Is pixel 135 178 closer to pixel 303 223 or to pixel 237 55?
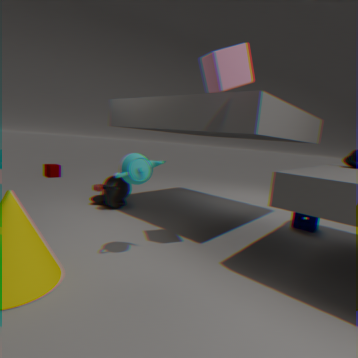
pixel 237 55
